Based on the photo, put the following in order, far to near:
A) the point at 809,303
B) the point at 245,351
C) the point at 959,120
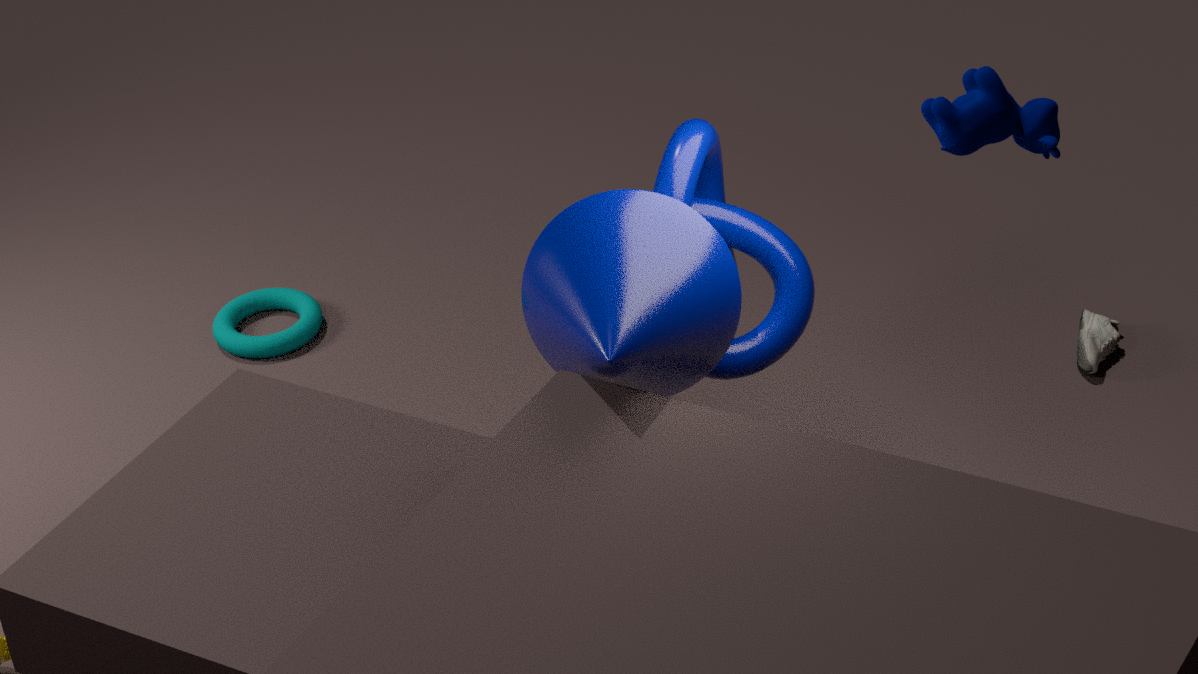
1. the point at 245,351
2. the point at 809,303
3. the point at 959,120
